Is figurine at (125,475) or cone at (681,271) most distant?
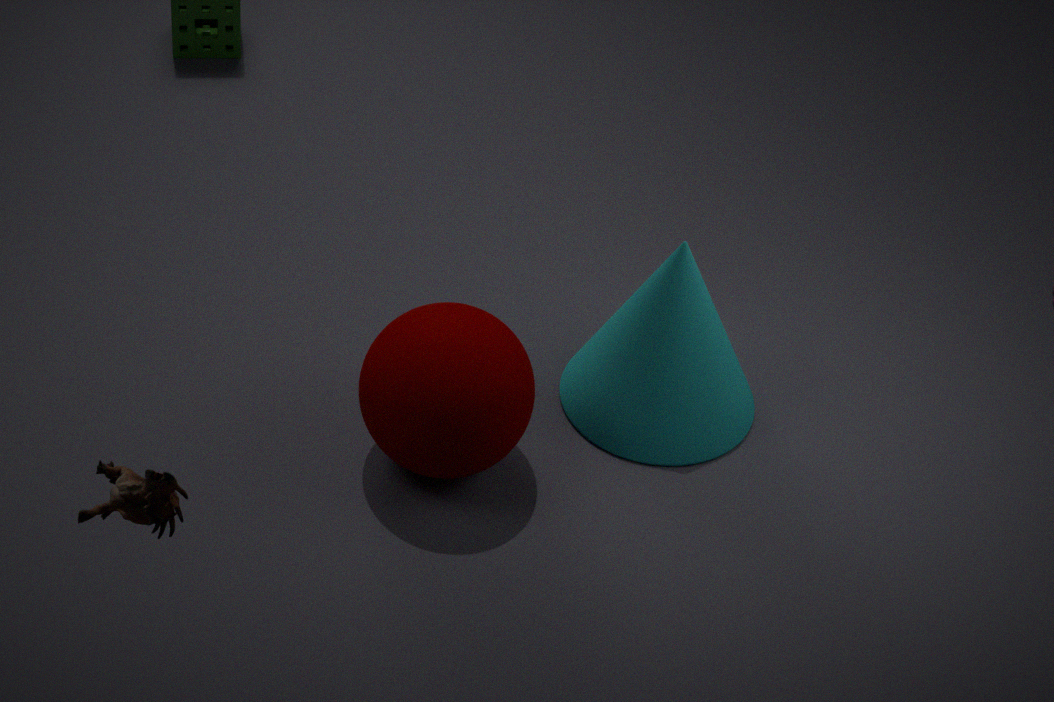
cone at (681,271)
